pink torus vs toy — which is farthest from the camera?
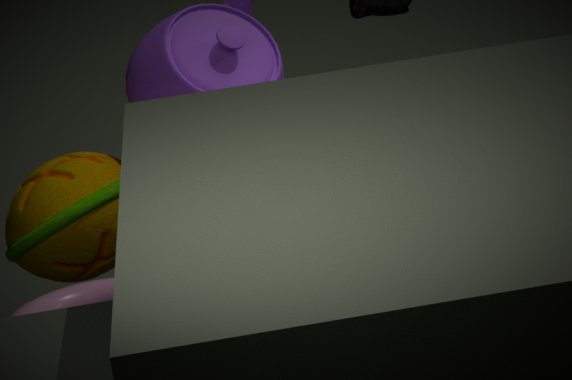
pink torus
